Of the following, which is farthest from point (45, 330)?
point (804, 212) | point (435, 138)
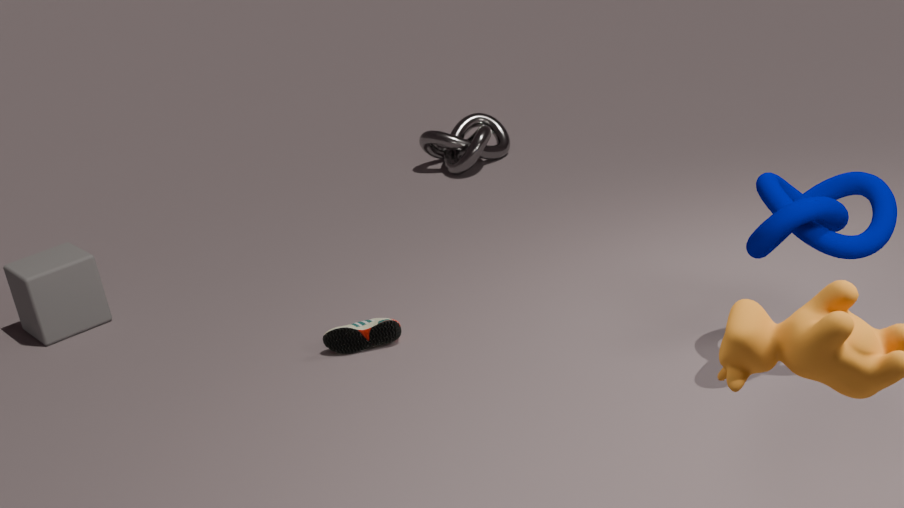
point (804, 212)
